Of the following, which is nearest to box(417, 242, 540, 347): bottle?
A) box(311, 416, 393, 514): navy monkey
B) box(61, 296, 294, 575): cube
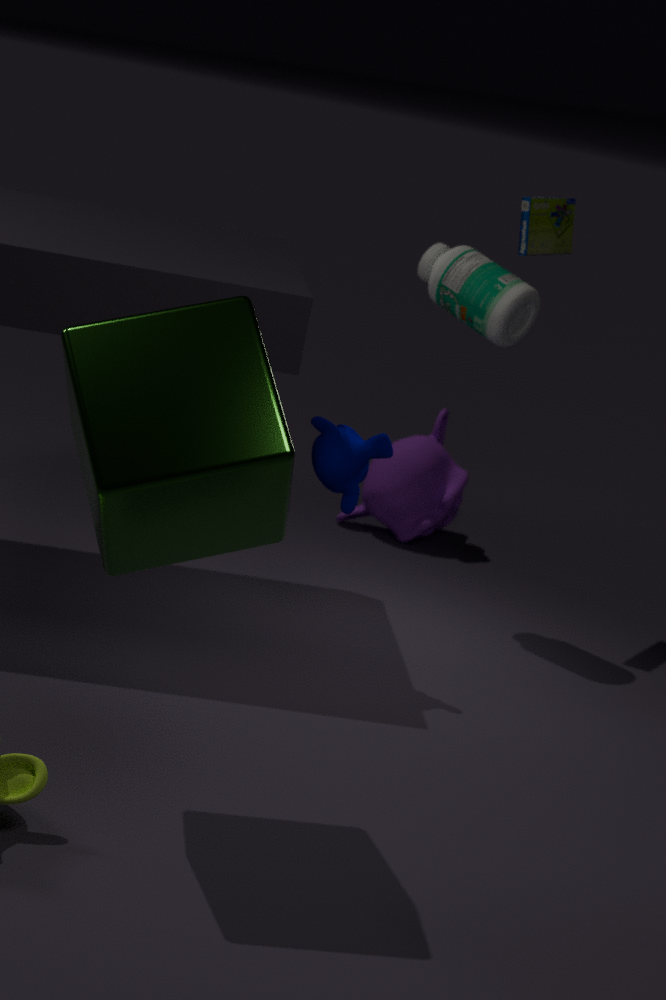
box(311, 416, 393, 514): navy monkey
